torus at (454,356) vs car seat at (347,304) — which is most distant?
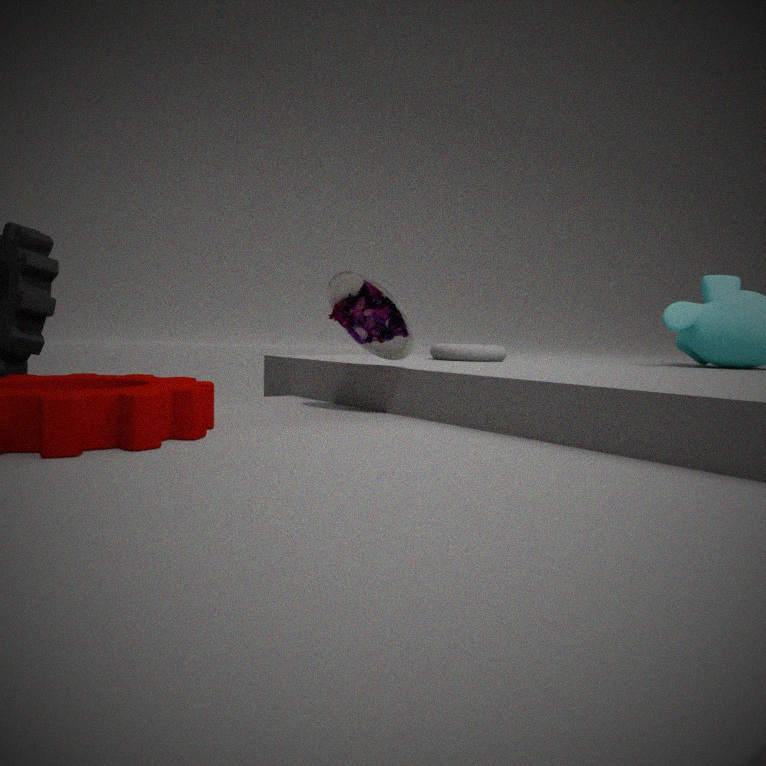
torus at (454,356)
